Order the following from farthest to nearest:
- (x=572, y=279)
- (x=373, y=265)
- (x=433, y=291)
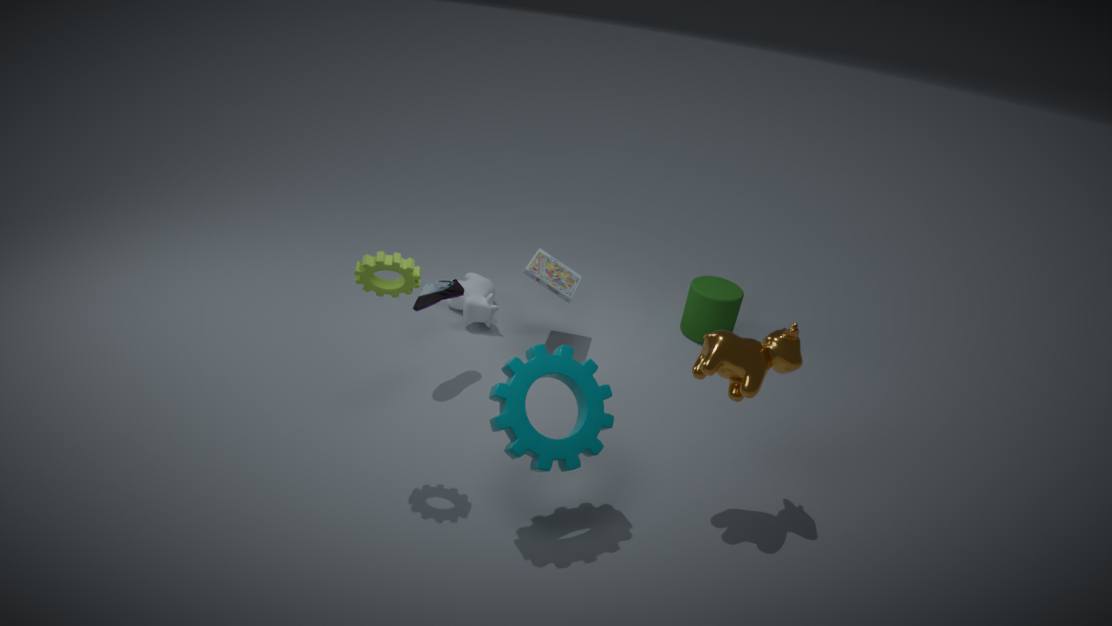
(x=572, y=279)
(x=433, y=291)
(x=373, y=265)
